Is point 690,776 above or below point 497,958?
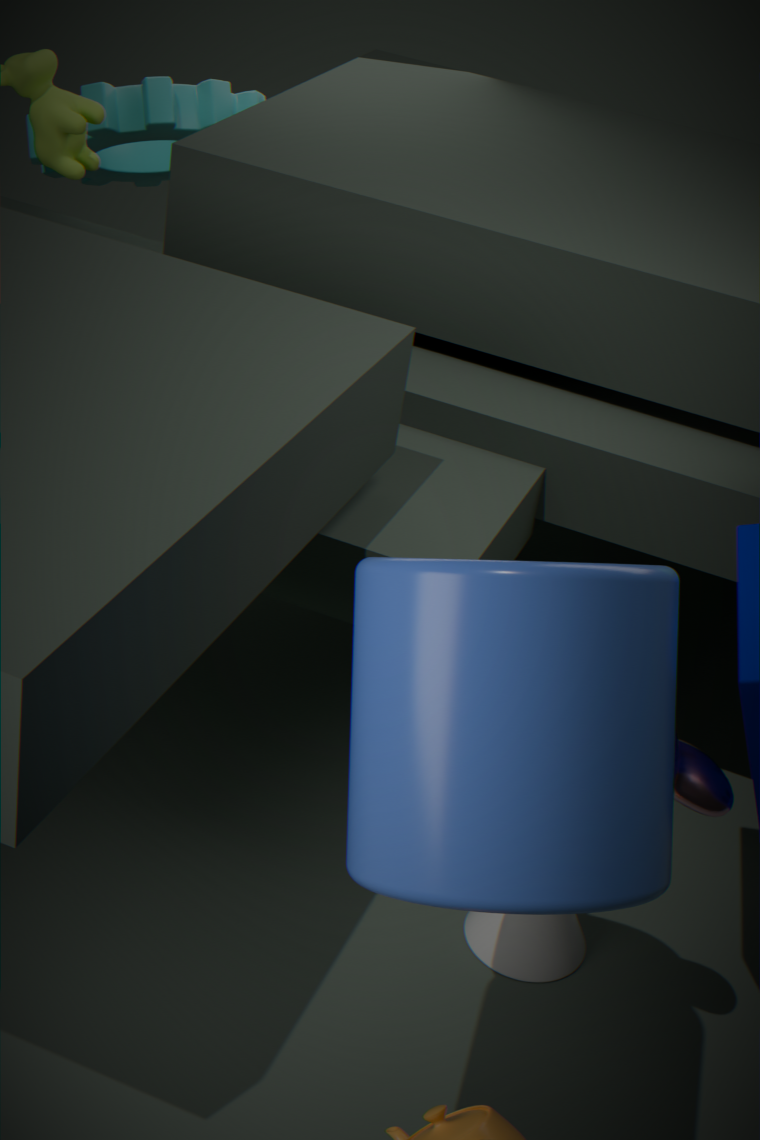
above
